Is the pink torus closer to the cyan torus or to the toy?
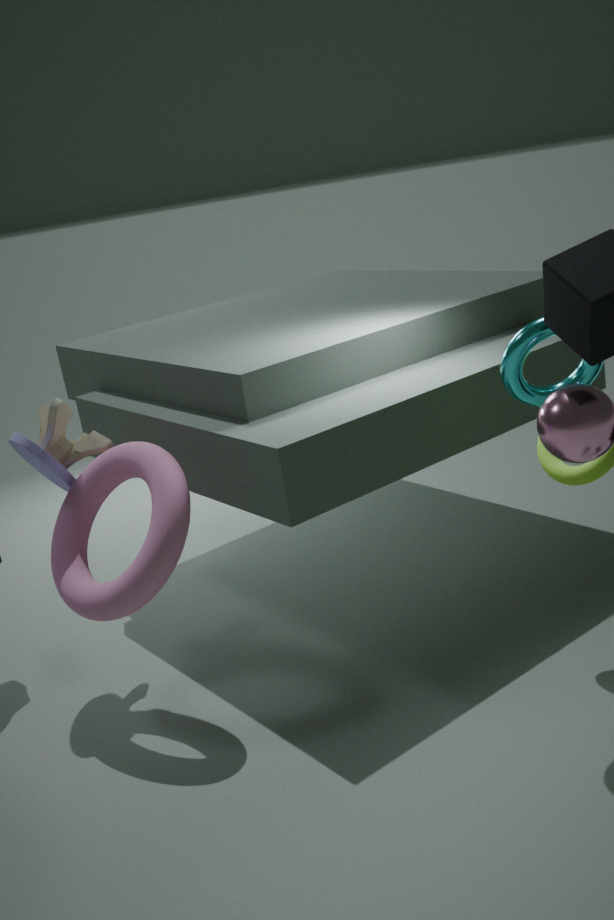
the toy
